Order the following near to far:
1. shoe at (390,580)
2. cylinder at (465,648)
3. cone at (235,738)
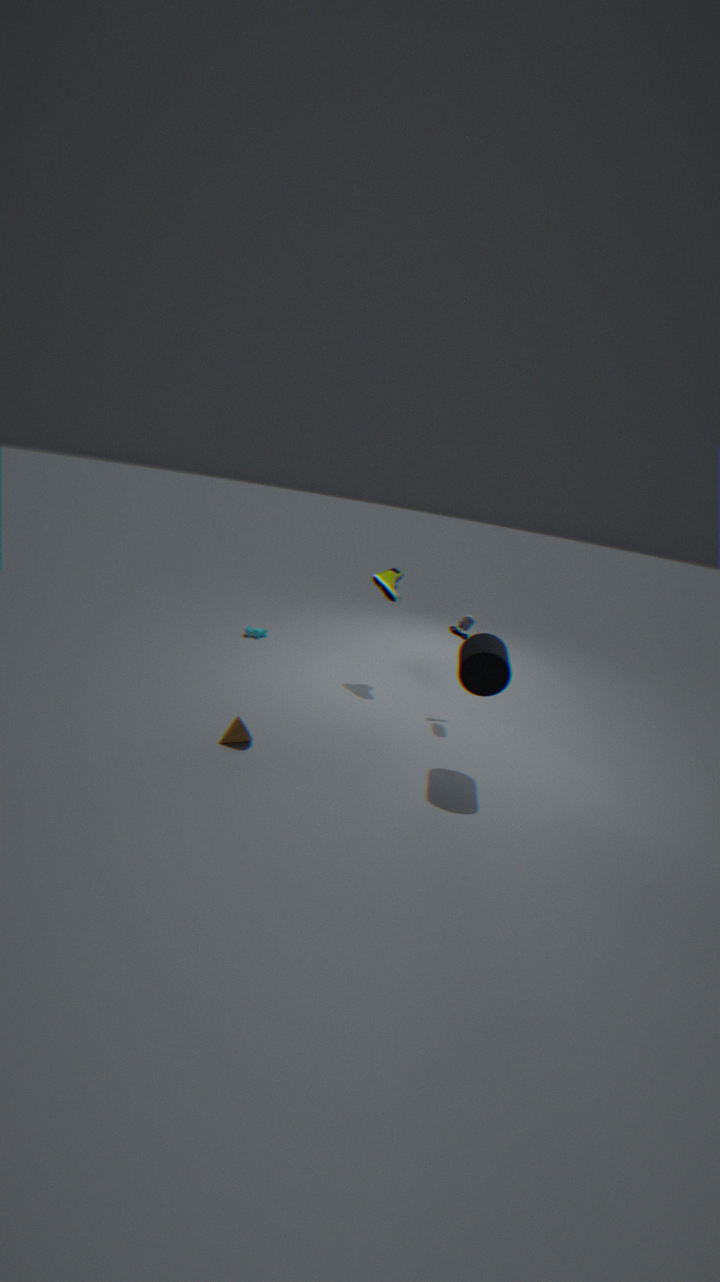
cylinder at (465,648) < cone at (235,738) < shoe at (390,580)
